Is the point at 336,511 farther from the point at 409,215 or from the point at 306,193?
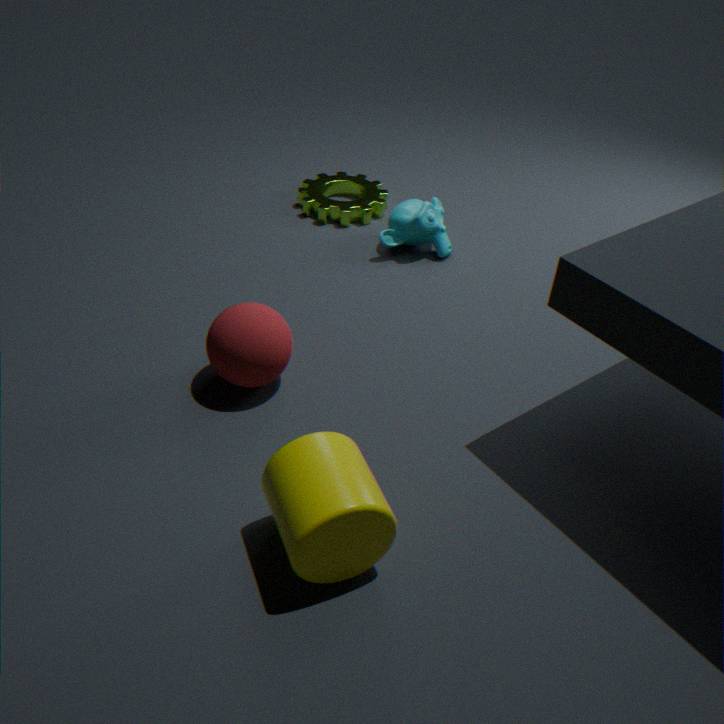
the point at 306,193
